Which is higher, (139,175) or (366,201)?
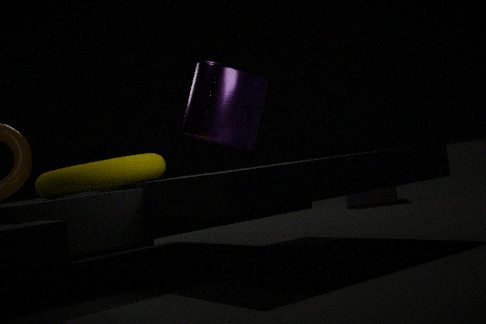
(139,175)
